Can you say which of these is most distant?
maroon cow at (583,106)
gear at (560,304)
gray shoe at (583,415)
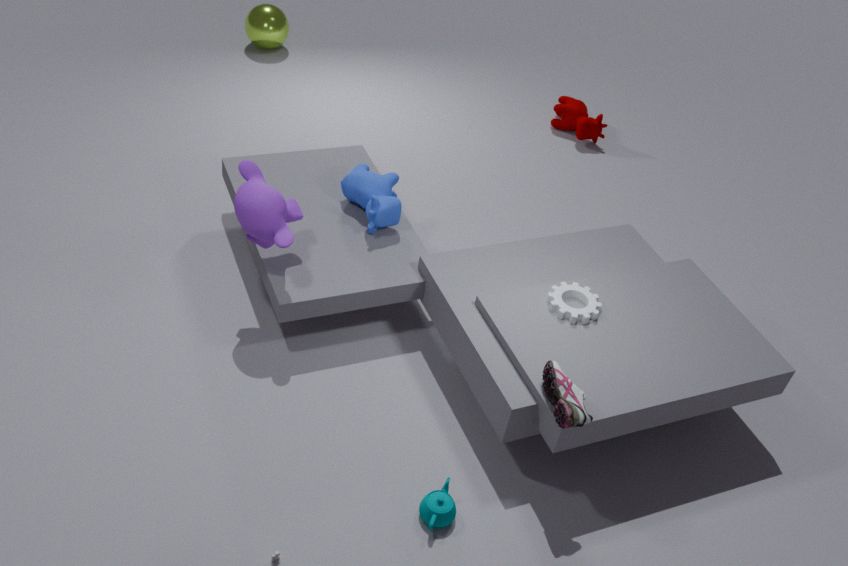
maroon cow at (583,106)
